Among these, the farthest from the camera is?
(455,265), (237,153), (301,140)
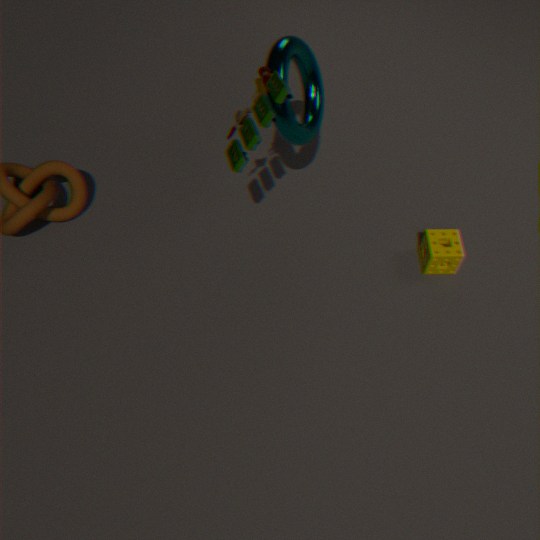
(455,265)
